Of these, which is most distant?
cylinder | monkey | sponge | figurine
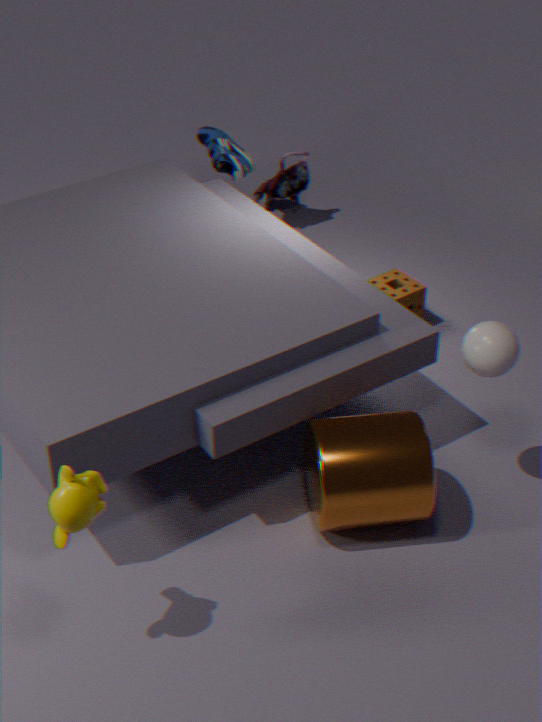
figurine
